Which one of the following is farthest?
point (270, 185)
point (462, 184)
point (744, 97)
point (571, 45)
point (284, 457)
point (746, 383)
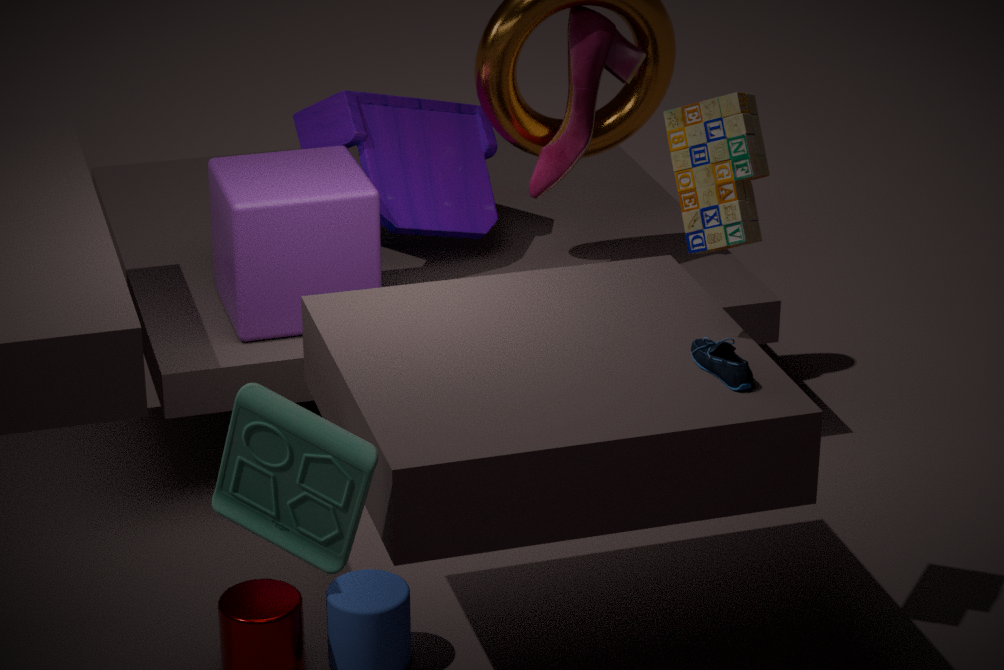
point (462, 184)
